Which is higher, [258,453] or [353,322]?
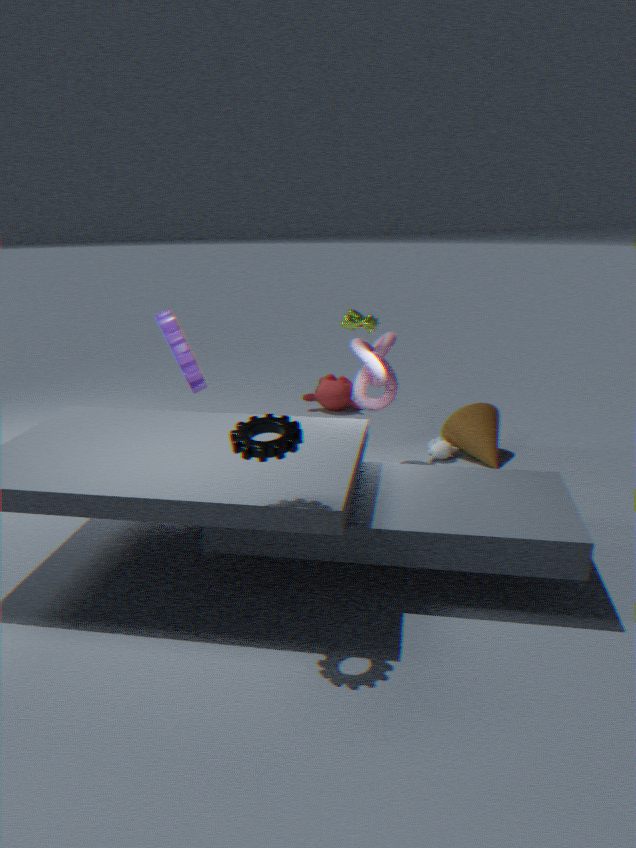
[353,322]
